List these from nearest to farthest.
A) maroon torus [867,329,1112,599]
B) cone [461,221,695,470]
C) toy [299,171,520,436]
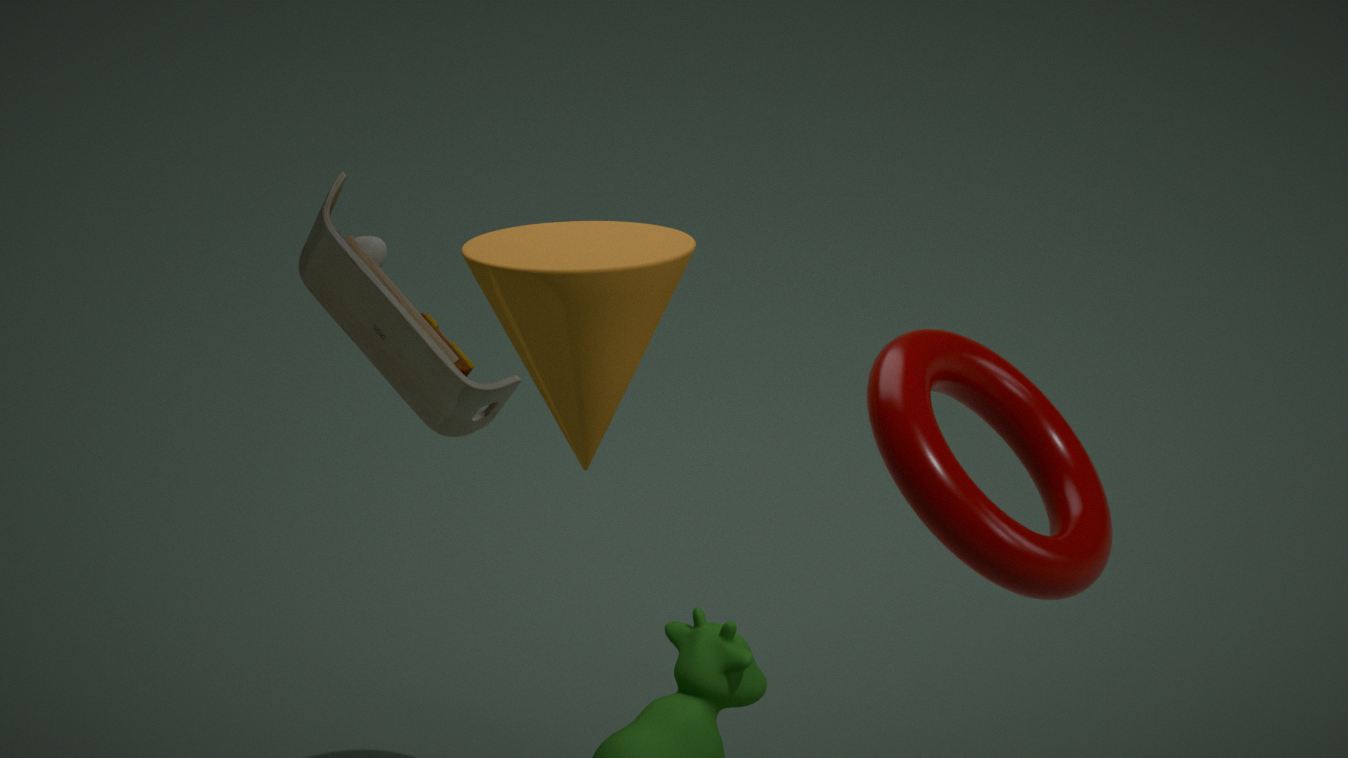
toy [299,171,520,436] → maroon torus [867,329,1112,599] → cone [461,221,695,470]
